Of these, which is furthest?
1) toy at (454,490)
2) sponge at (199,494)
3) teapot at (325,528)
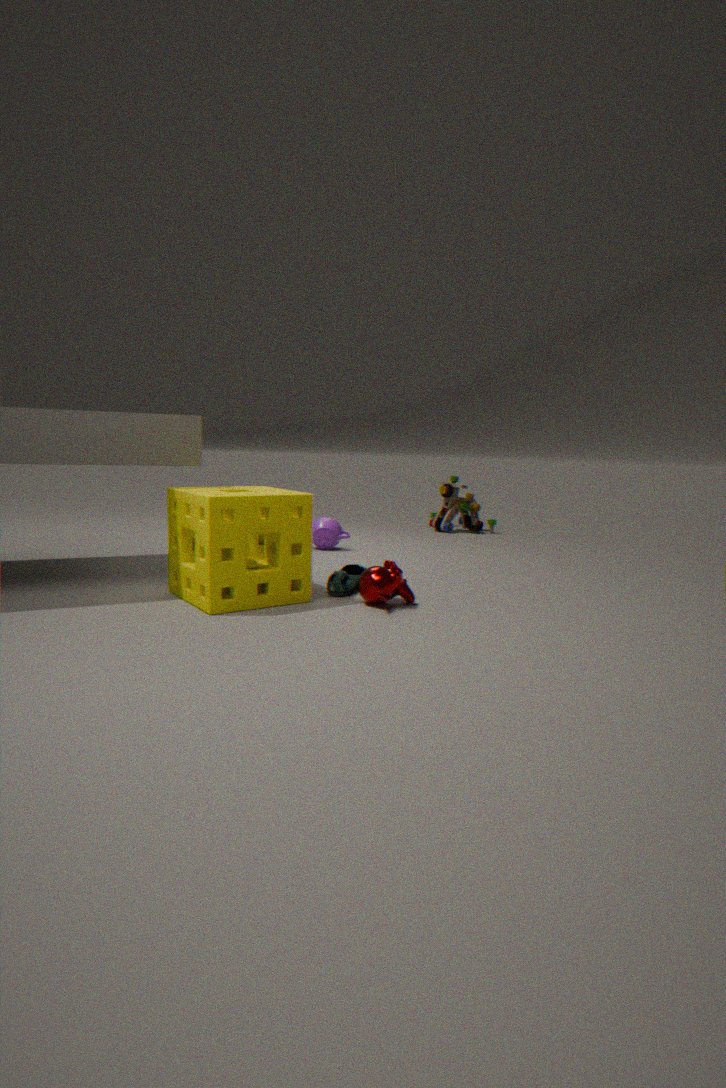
1. toy at (454,490)
